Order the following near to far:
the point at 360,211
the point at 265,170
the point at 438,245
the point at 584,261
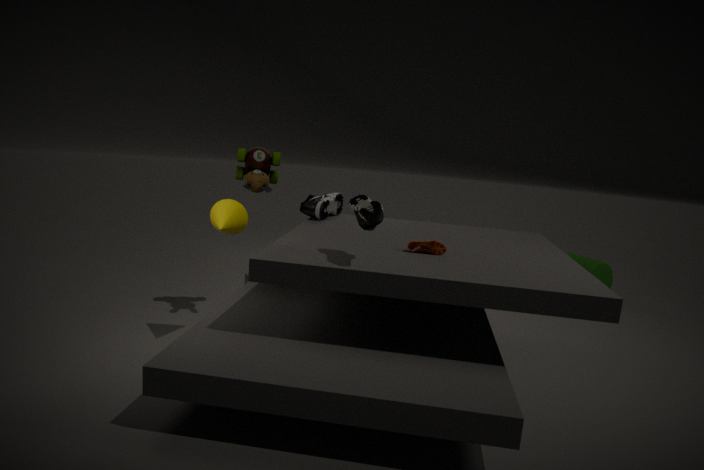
1. the point at 360,211
2. the point at 438,245
3. the point at 265,170
4. the point at 584,261
